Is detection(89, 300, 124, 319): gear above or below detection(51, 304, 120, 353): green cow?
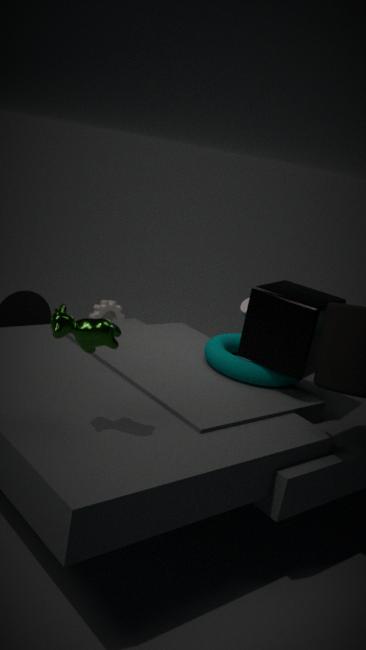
below
